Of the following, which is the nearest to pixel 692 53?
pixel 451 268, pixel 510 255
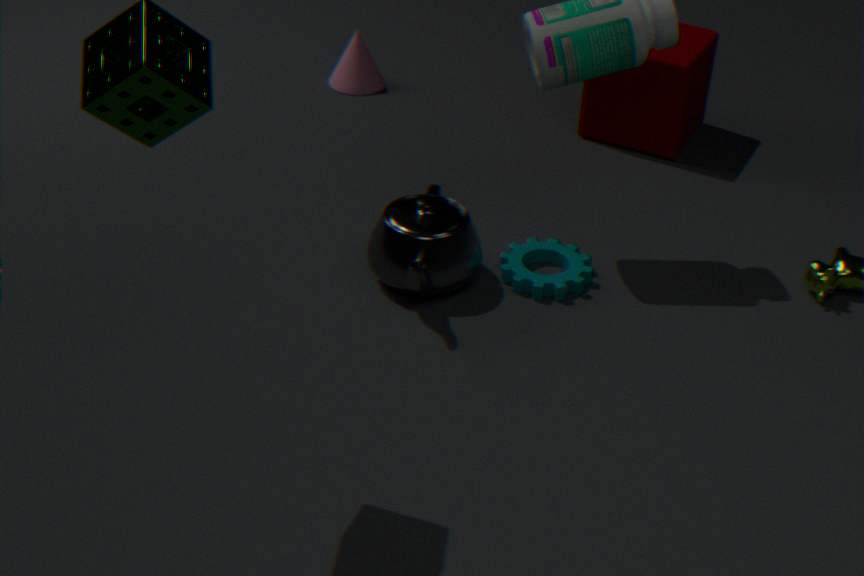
pixel 510 255
